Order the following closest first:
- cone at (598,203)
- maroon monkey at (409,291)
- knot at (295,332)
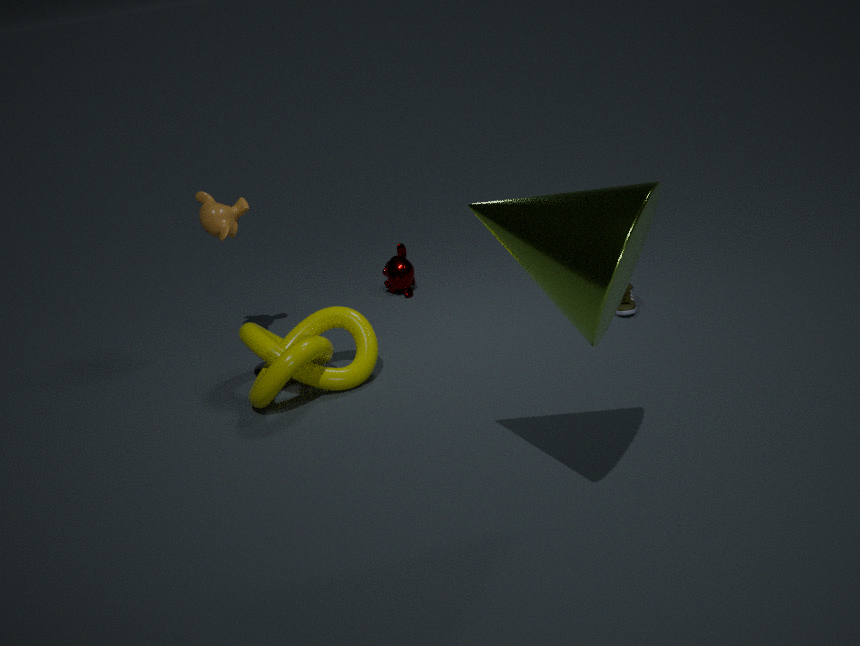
1. cone at (598,203)
2. knot at (295,332)
3. maroon monkey at (409,291)
